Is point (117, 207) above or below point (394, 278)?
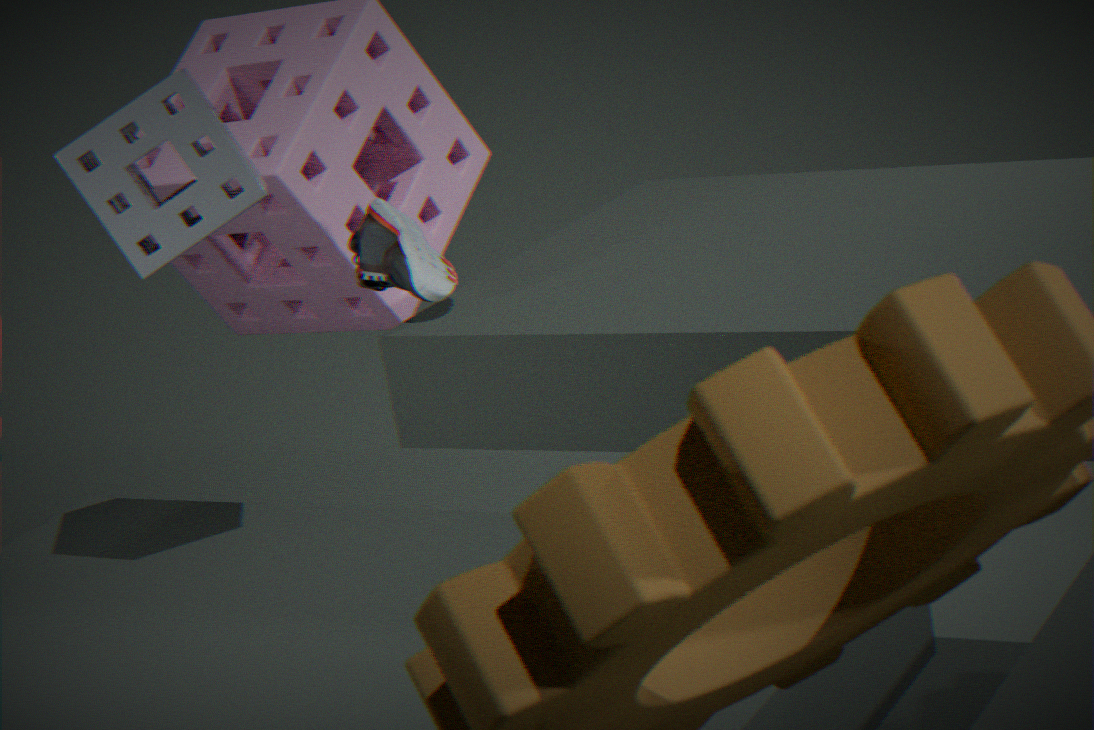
above
